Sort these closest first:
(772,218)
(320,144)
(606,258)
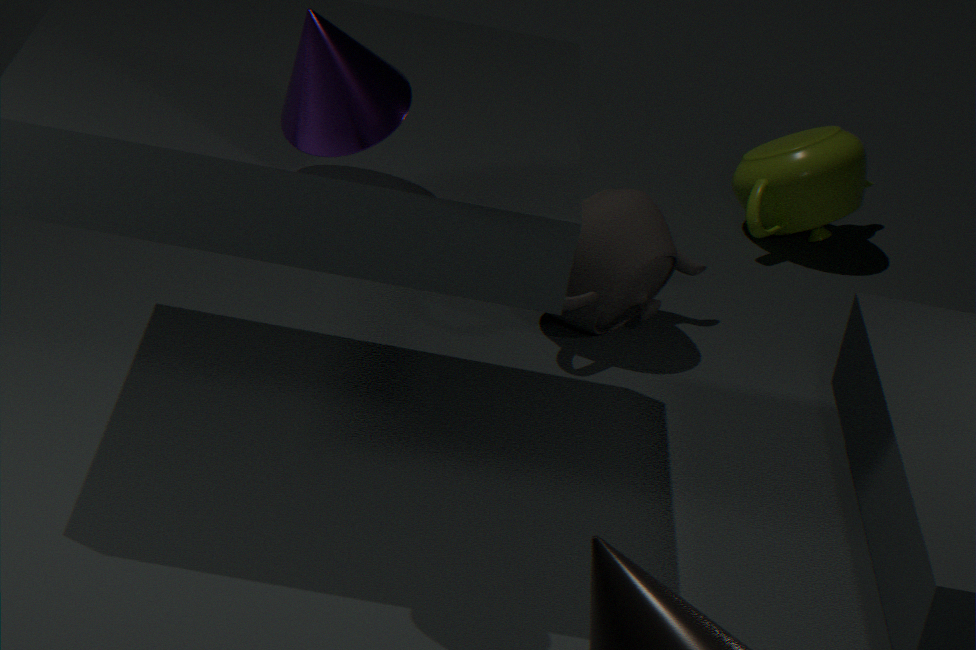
(320,144)
(606,258)
(772,218)
